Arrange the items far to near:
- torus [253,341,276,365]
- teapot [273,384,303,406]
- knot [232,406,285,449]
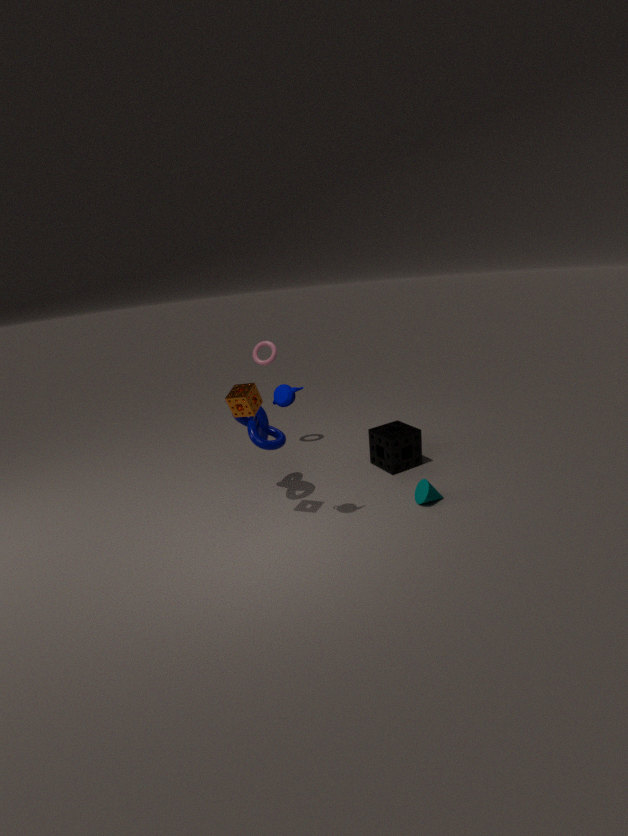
torus [253,341,276,365] < knot [232,406,285,449] < teapot [273,384,303,406]
